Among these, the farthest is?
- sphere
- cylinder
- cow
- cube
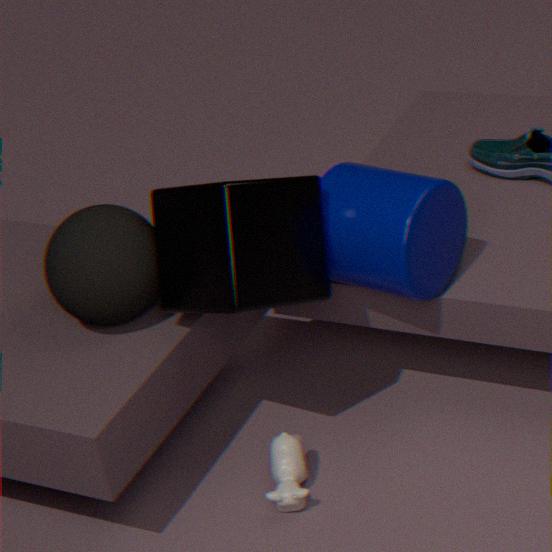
cow
